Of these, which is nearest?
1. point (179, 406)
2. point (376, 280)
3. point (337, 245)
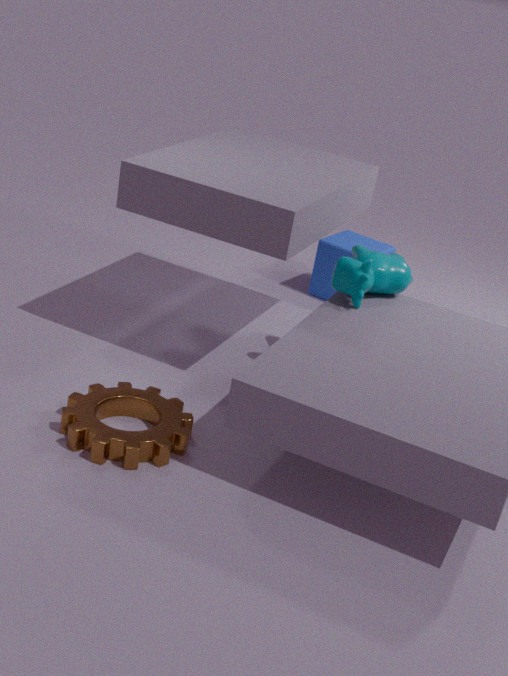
point (179, 406)
